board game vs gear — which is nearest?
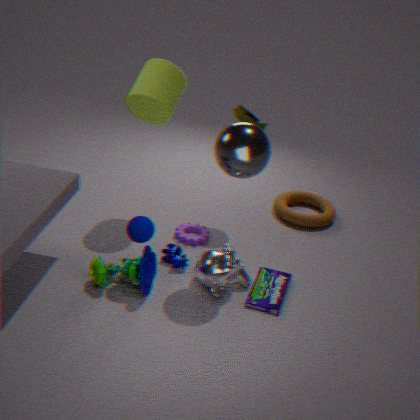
board game
